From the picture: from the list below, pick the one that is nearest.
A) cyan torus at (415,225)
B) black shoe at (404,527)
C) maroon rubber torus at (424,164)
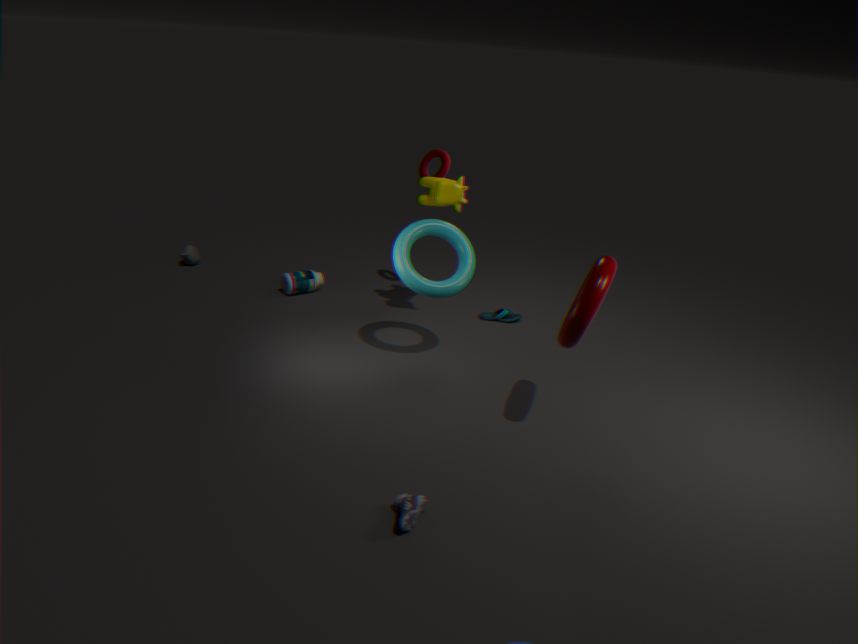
black shoe at (404,527)
